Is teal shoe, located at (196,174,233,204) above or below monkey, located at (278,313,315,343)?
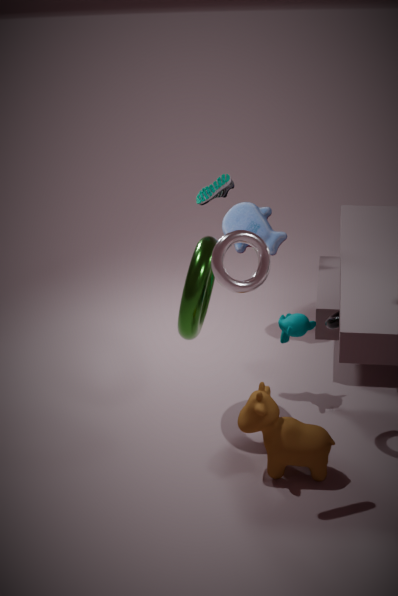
above
